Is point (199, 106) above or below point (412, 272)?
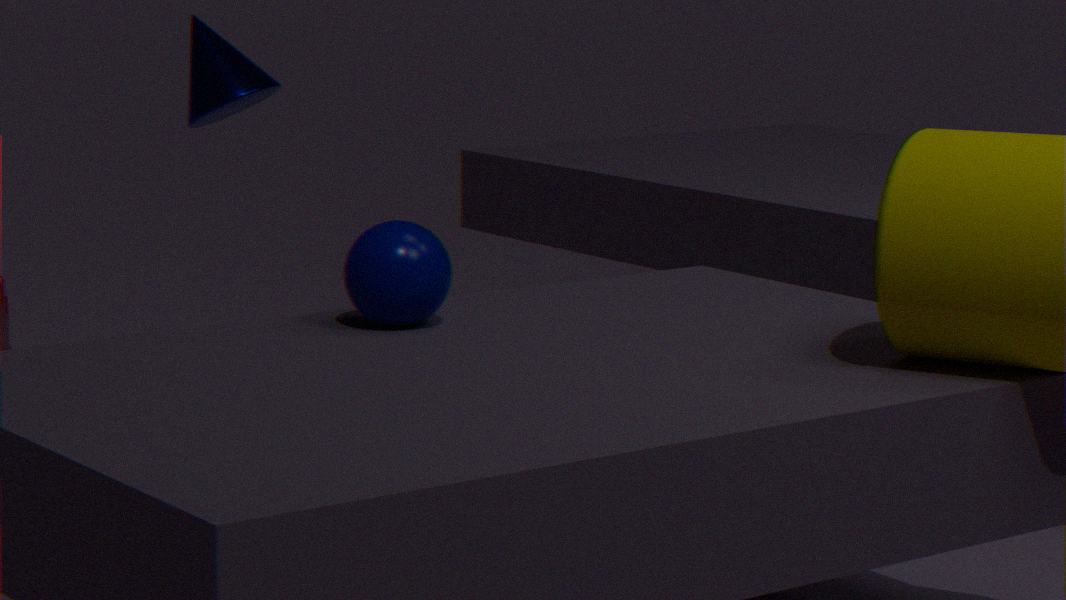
above
